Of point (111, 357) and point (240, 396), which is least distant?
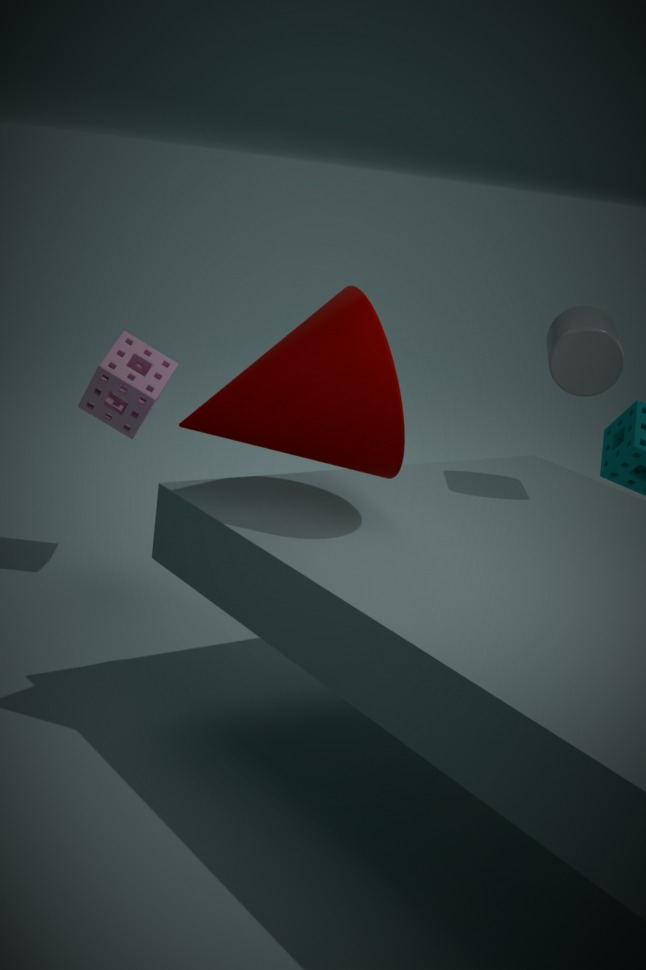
point (240, 396)
